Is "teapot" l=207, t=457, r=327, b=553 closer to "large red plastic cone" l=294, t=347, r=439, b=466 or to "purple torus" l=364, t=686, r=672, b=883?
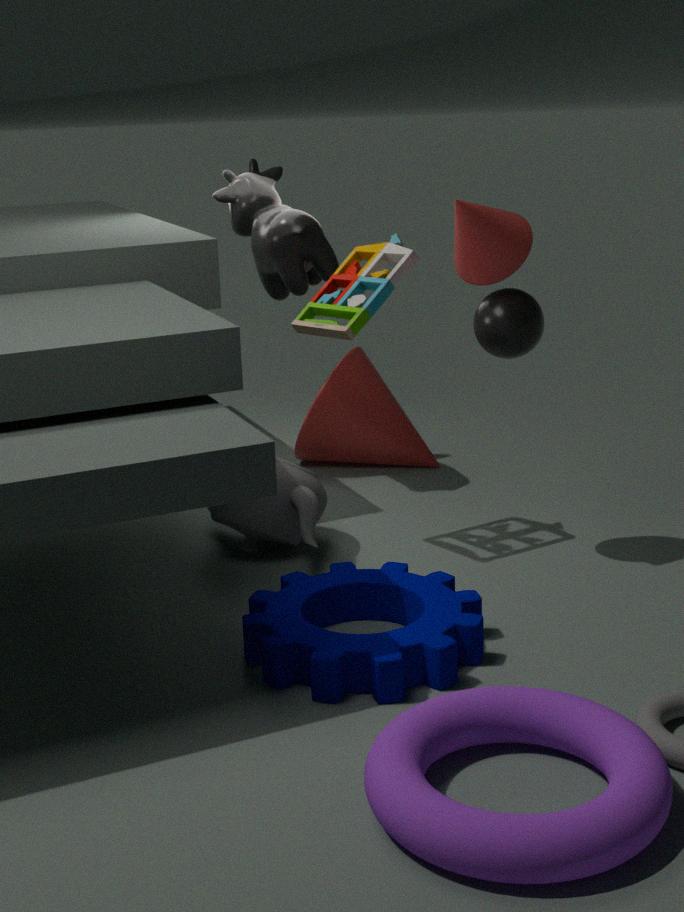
"large red plastic cone" l=294, t=347, r=439, b=466
